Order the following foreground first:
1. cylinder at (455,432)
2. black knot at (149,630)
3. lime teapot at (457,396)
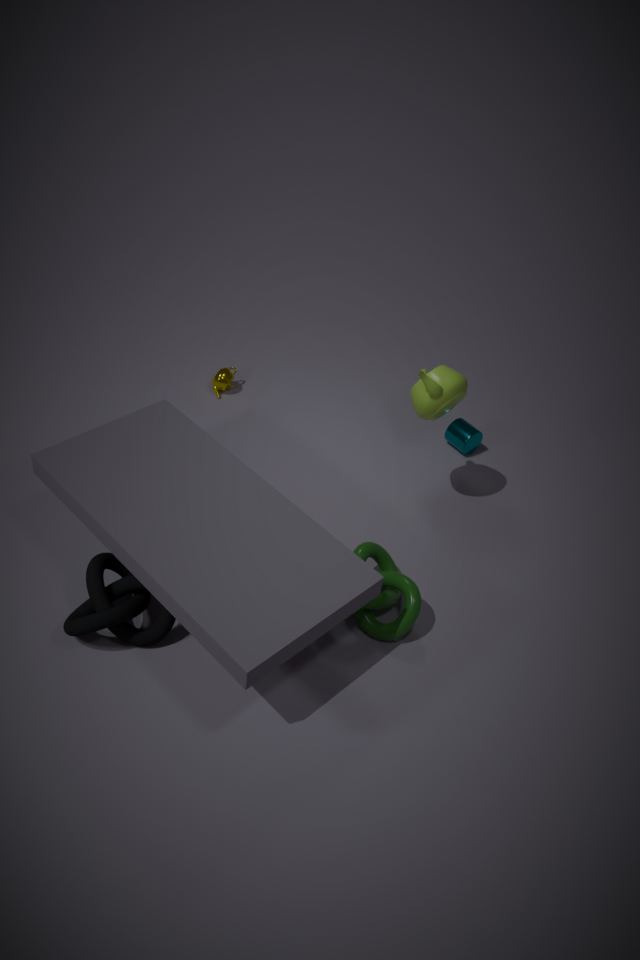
1. black knot at (149,630)
2. lime teapot at (457,396)
3. cylinder at (455,432)
